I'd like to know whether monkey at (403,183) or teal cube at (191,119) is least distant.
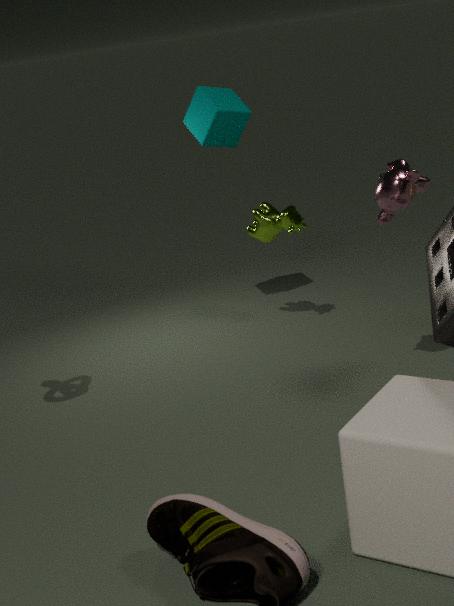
monkey at (403,183)
